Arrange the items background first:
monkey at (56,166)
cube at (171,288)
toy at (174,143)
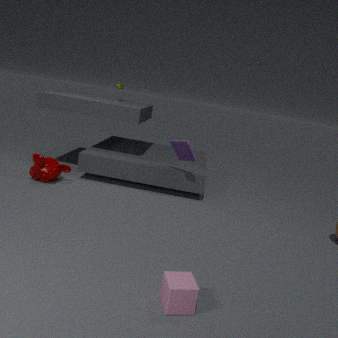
toy at (174,143), monkey at (56,166), cube at (171,288)
